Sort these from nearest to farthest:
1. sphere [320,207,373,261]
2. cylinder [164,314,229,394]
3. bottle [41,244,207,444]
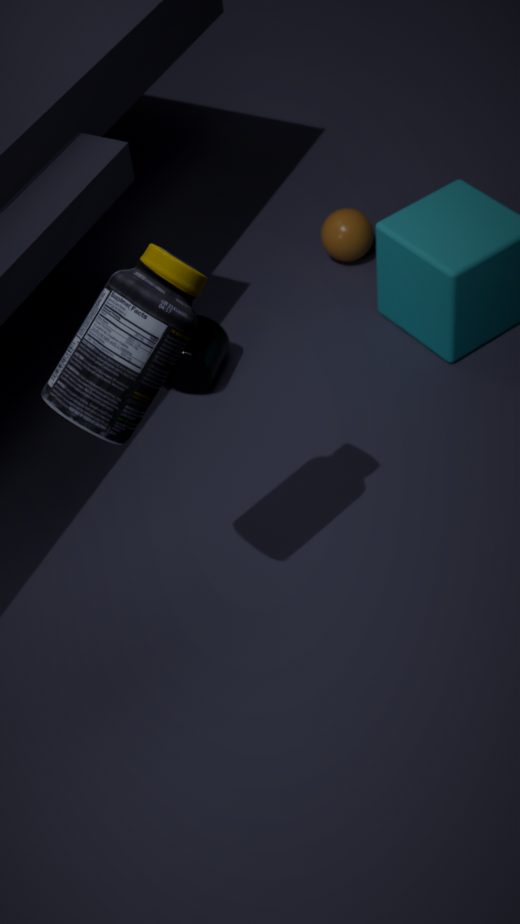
bottle [41,244,207,444]
cylinder [164,314,229,394]
sphere [320,207,373,261]
